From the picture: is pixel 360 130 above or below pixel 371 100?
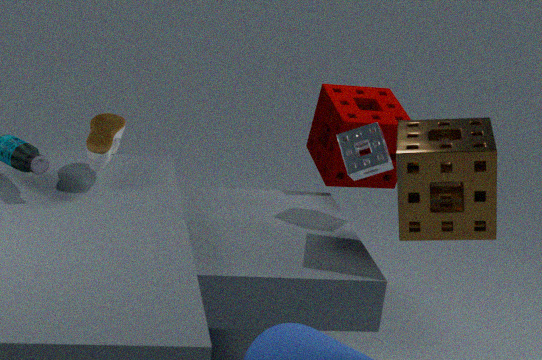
above
